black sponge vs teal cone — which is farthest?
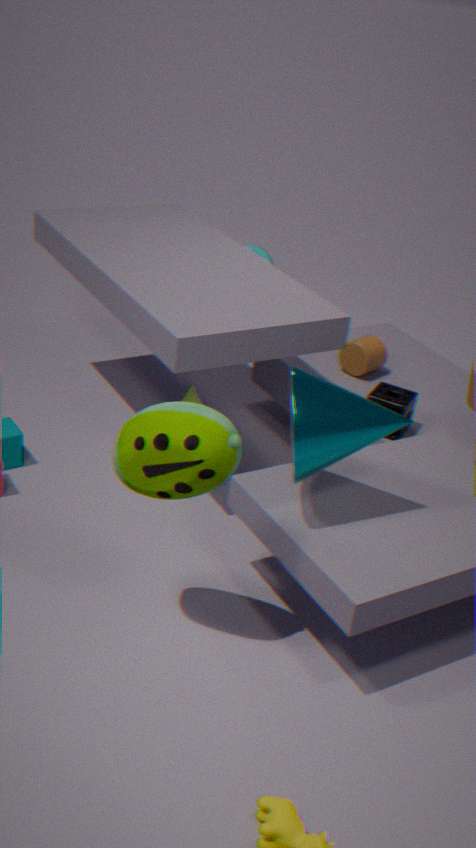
black sponge
